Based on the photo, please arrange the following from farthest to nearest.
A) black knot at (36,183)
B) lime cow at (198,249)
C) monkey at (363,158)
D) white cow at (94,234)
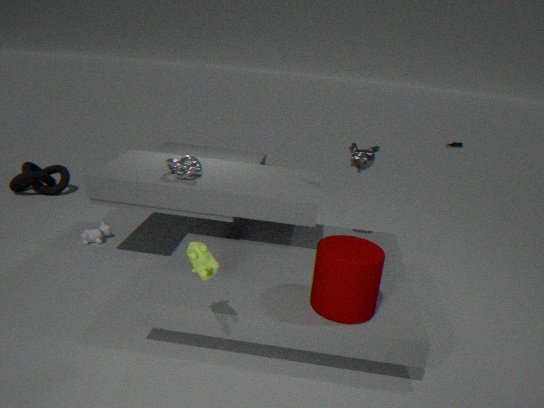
1. black knot at (36,183)
2. white cow at (94,234)
3. monkey at (363,158)
4. lime cow at (198,249)
